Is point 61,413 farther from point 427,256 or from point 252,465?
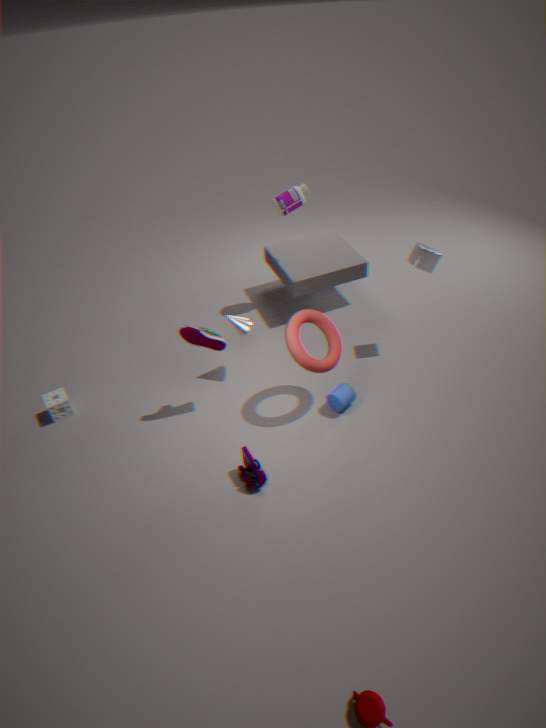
point 427,256
